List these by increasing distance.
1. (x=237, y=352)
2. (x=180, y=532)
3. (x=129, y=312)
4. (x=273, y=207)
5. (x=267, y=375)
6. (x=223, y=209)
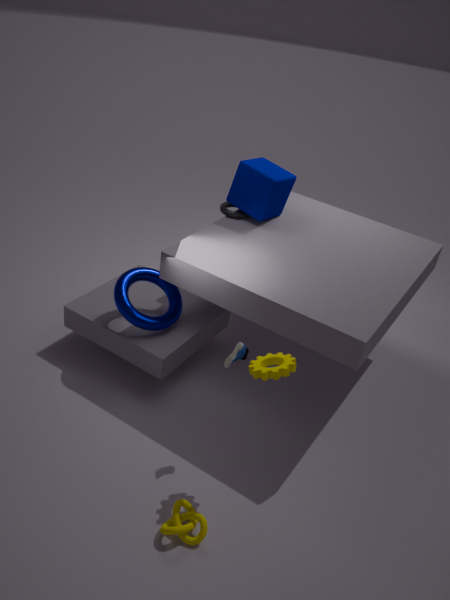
(x=180, y=532) → (x=267, y=375) → (x=237, y=352) → (x=129, y=312) → (x=273, y=207) → (x=223, y=209)
